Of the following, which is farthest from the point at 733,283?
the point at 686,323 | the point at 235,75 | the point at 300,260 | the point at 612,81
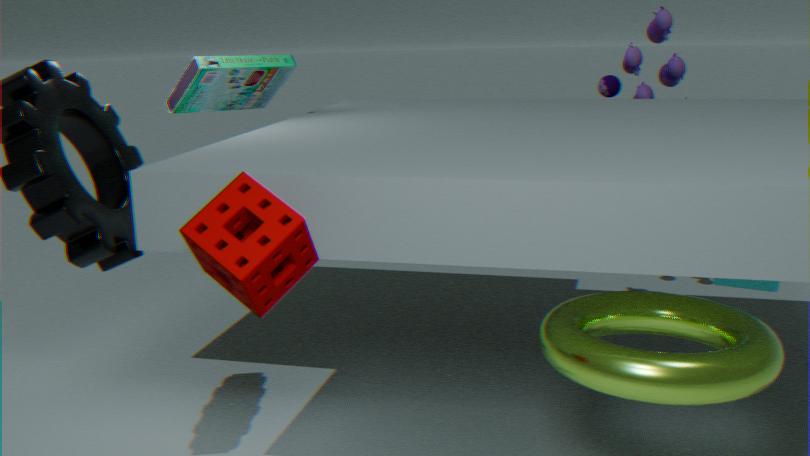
the point at 235,75
